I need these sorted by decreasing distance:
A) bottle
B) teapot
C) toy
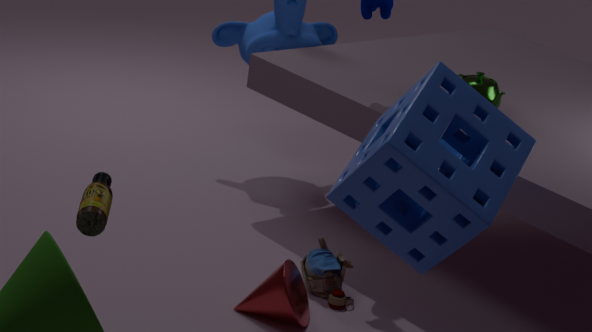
teapot → toy → bottle
